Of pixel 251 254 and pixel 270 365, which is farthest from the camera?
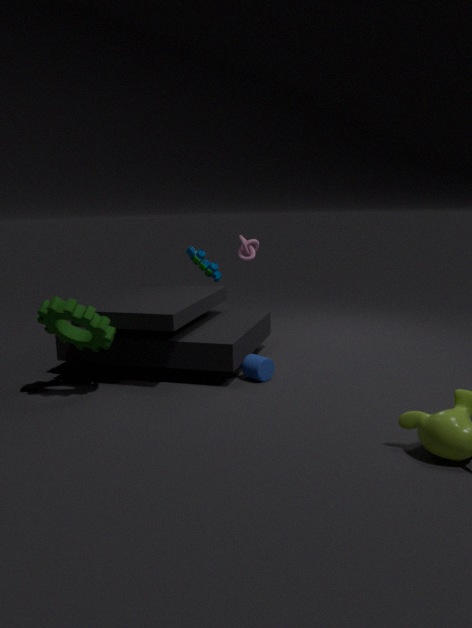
pixel 251 254
